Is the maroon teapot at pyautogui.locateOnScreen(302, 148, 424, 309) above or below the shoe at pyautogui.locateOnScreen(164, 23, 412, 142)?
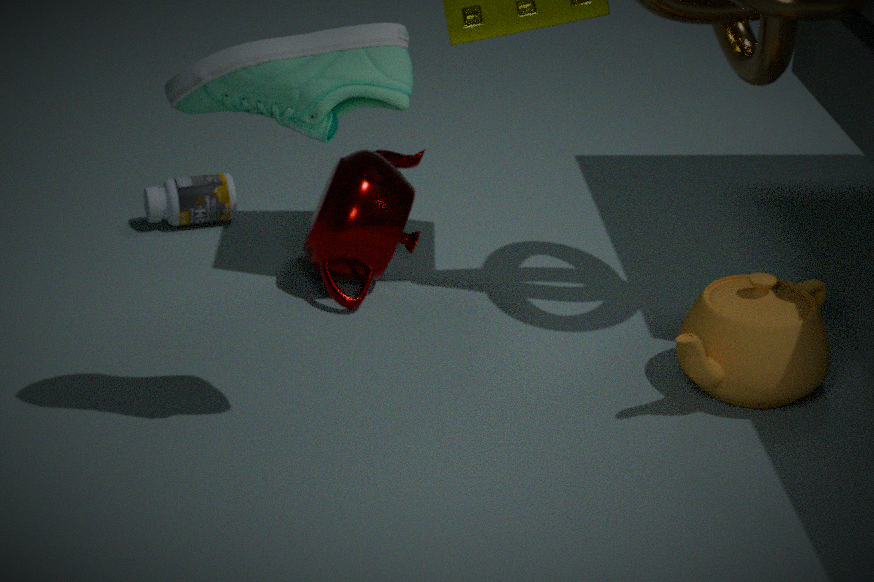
below
